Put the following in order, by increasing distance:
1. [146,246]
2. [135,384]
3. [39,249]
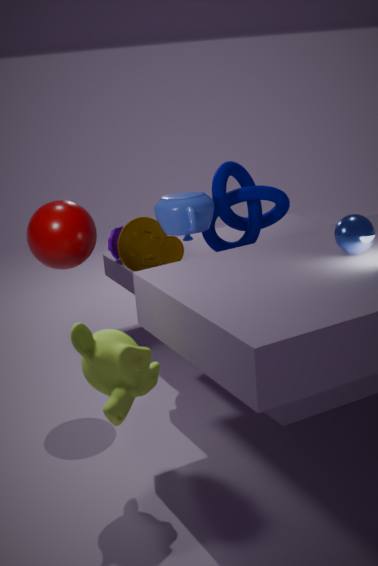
[135,384]
[39,249]
[146,246]
